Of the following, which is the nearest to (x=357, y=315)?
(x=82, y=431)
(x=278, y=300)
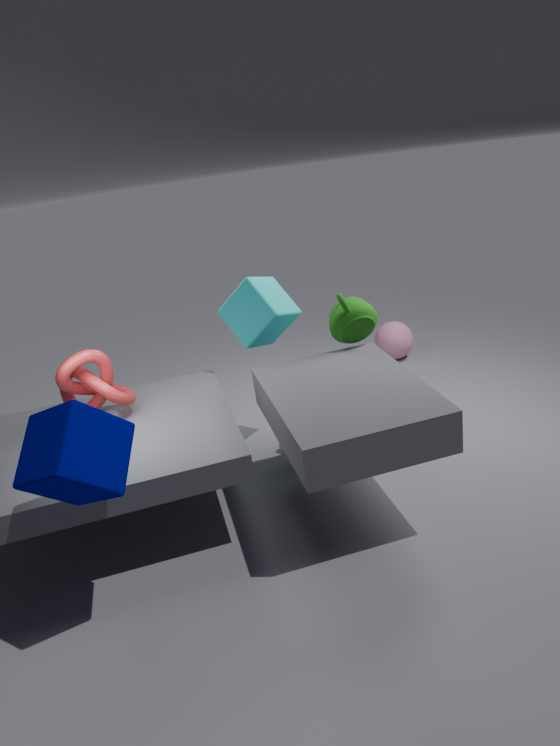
(x=278, y=300)
